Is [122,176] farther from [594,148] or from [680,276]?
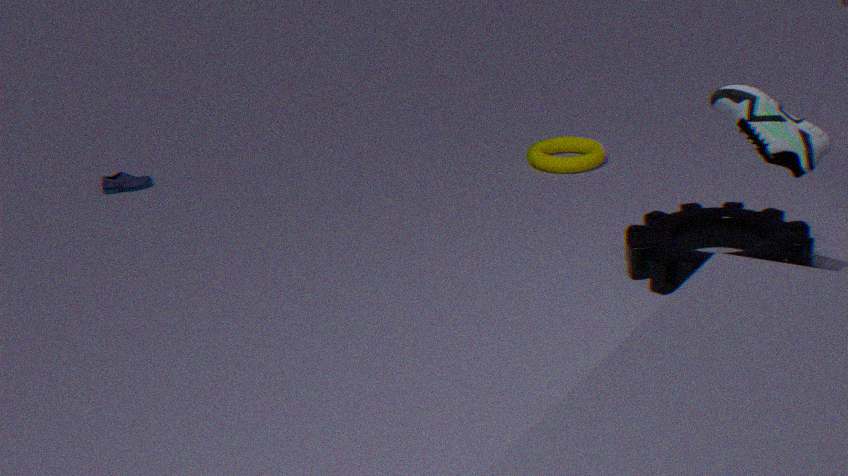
[680,276]
